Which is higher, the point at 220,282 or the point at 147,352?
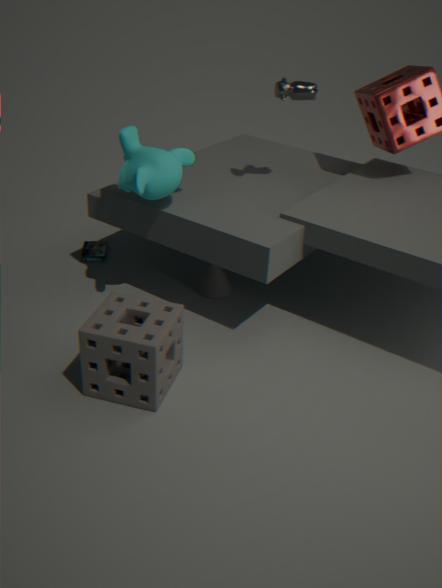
the point at 147,352
